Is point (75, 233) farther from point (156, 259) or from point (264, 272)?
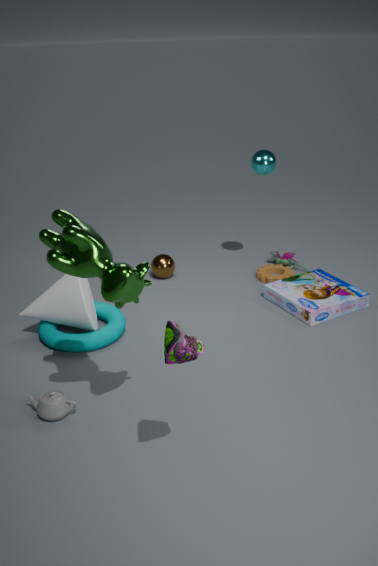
point (264, 272)
